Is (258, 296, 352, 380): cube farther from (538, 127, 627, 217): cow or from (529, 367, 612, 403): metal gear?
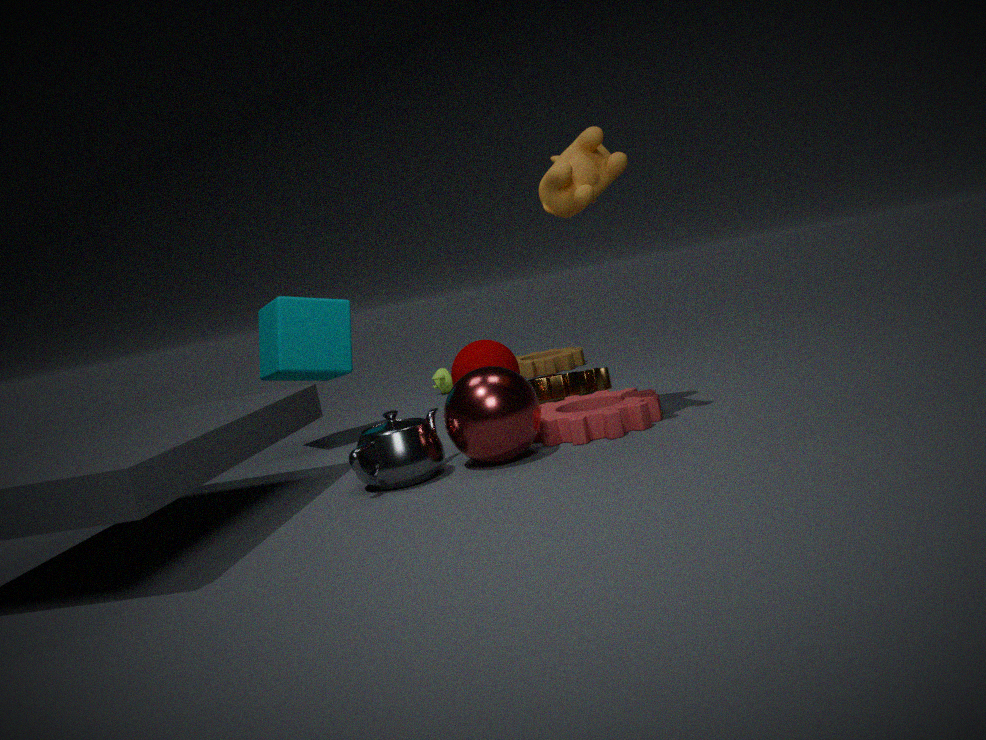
(538, 127, 627, 217): cow
